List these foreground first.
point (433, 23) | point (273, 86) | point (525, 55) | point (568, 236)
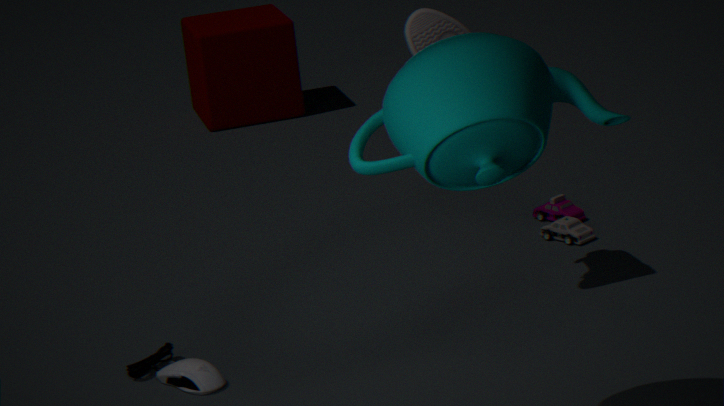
point (525, 55)
point (433, 23)
point (568, 236)
point (273, 86)
